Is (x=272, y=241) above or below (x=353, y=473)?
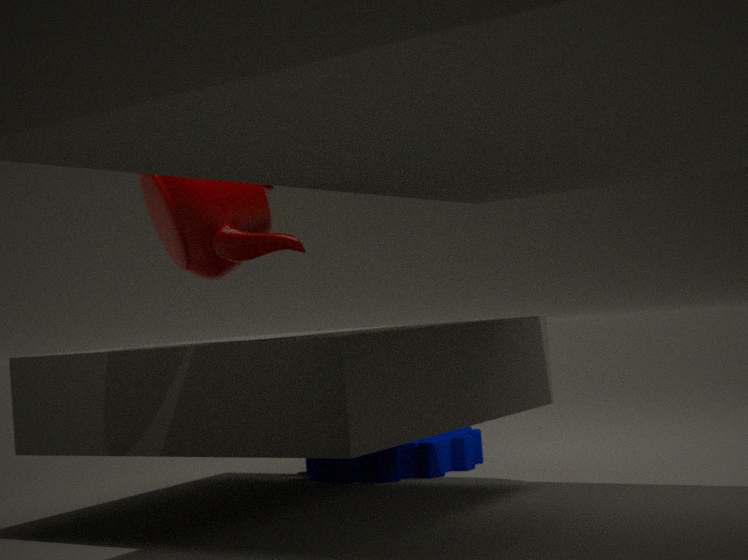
above
